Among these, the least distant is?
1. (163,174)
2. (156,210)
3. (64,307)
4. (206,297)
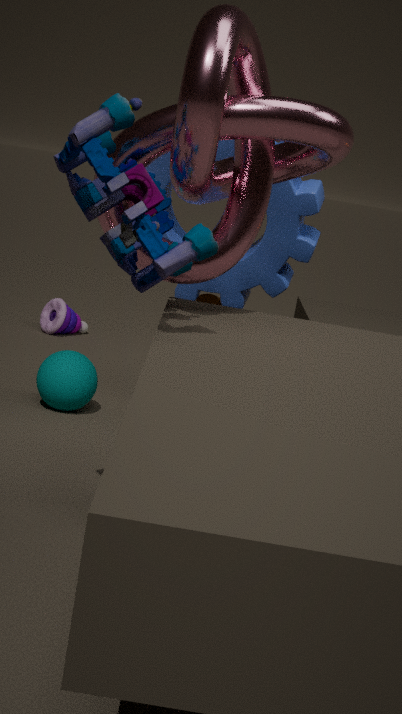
(156,210)
